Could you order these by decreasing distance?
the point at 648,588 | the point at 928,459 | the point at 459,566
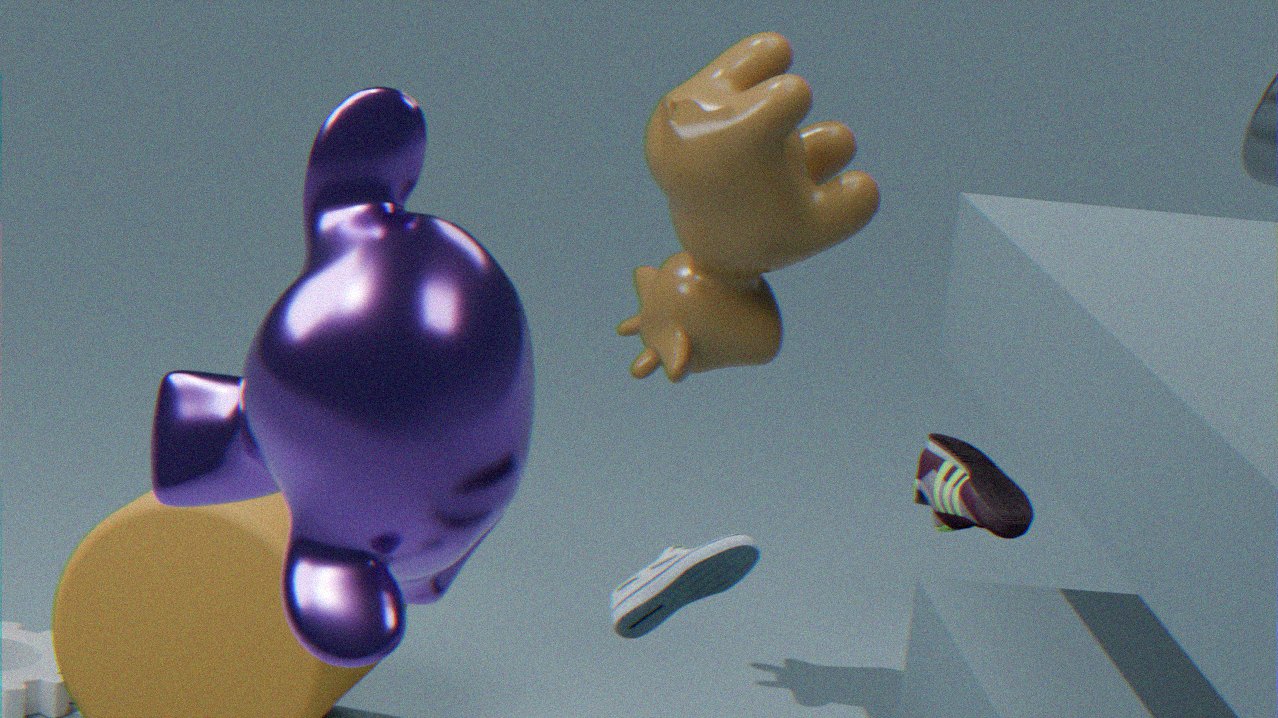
the point at 928,459
the point at 648,588
the point at 459,566
